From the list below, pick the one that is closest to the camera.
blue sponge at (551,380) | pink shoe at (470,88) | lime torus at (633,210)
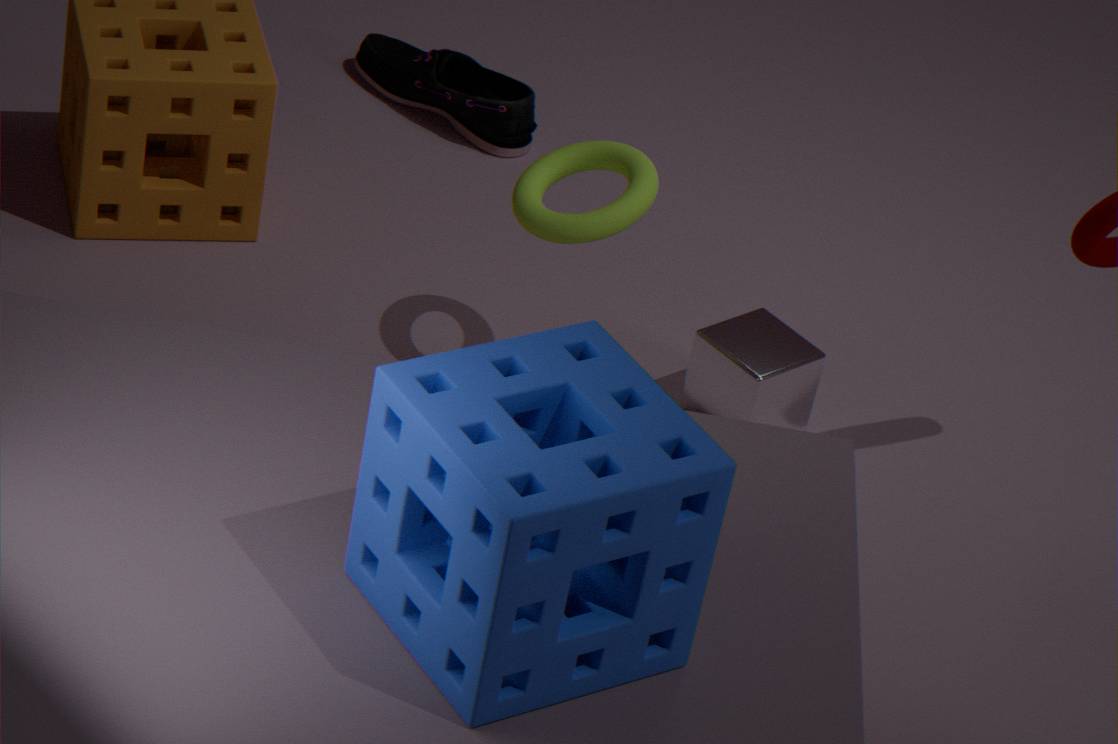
blue sponge at (551,380)
